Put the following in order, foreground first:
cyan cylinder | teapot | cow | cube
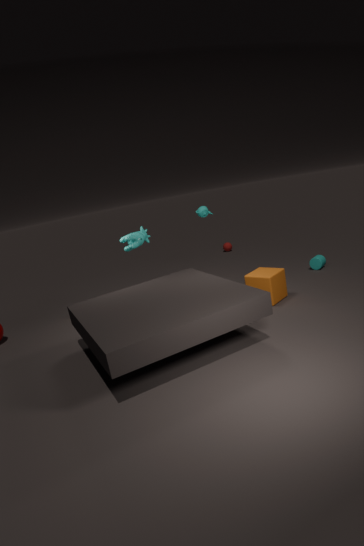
cube
cow
teapot
cyan cylinder
